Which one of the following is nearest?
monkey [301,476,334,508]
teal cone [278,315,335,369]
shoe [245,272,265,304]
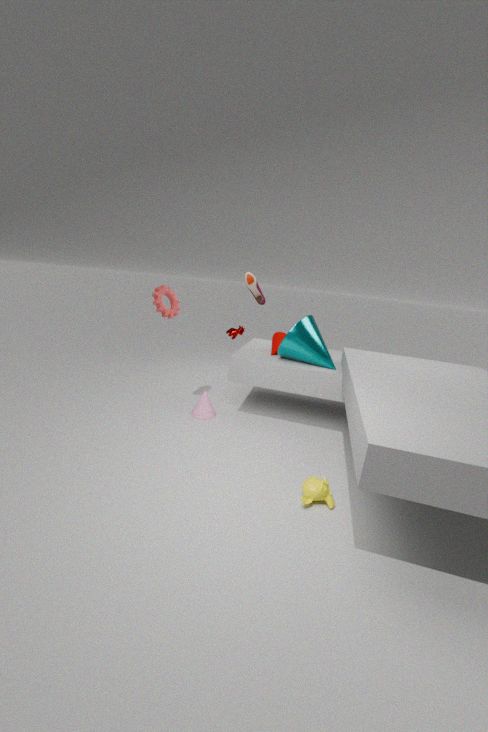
monkey [301,476,334,508]
